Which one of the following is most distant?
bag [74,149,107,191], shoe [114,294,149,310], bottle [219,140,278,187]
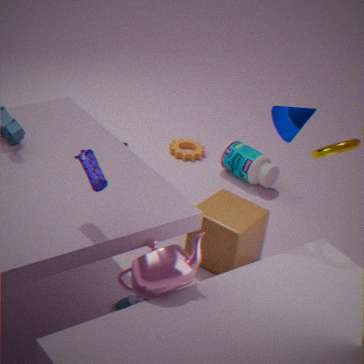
bottle [219,140,278,187]
